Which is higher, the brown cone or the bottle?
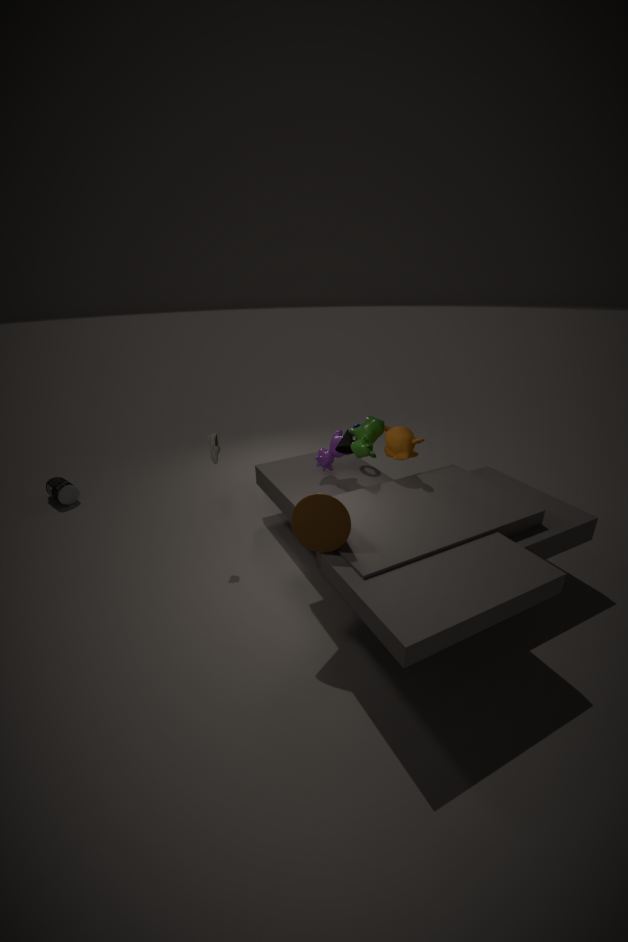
the brown cone
